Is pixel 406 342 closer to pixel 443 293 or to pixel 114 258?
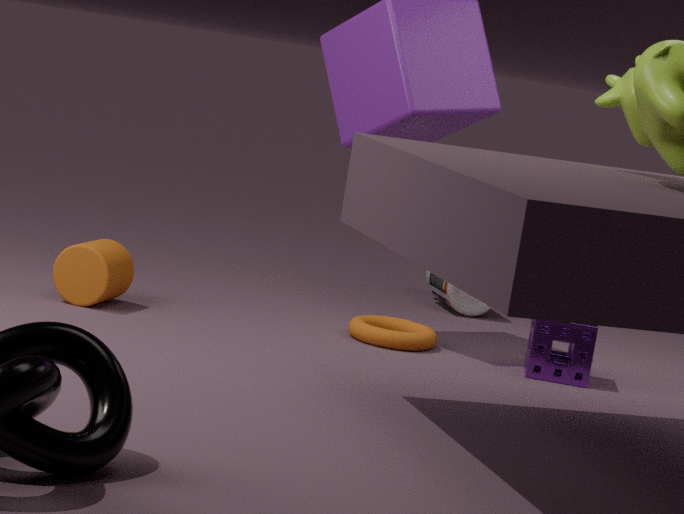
pixel 443 293
